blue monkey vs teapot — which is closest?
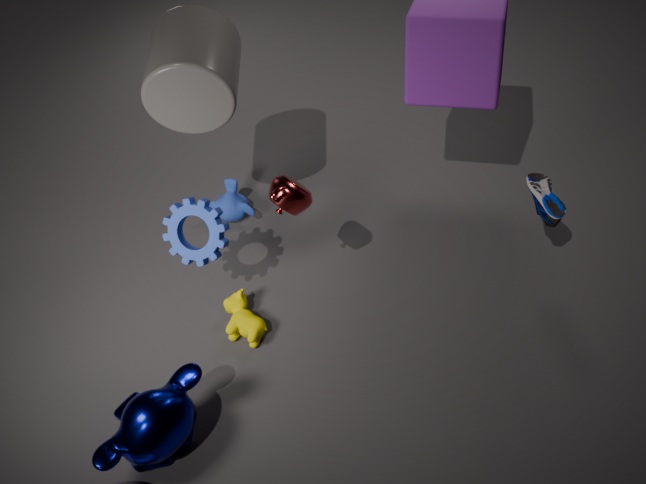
teapot
